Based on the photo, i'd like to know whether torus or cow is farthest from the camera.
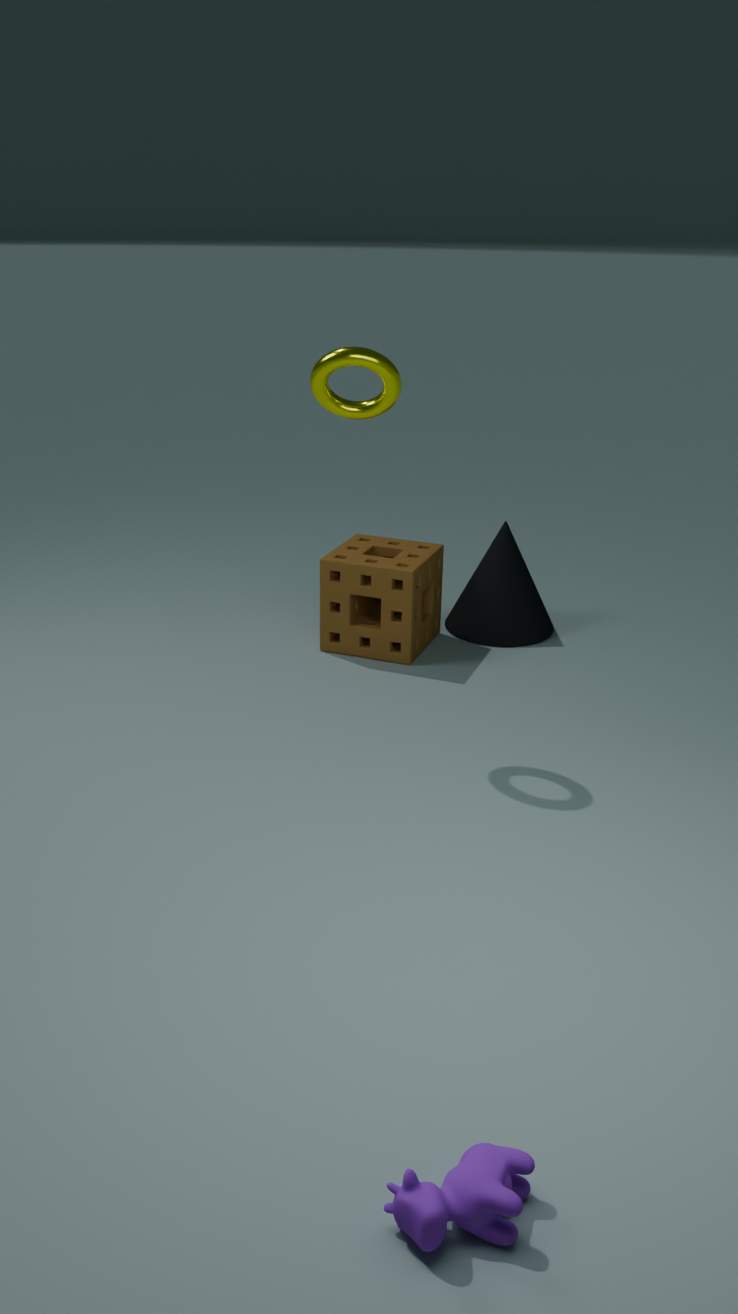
torus
